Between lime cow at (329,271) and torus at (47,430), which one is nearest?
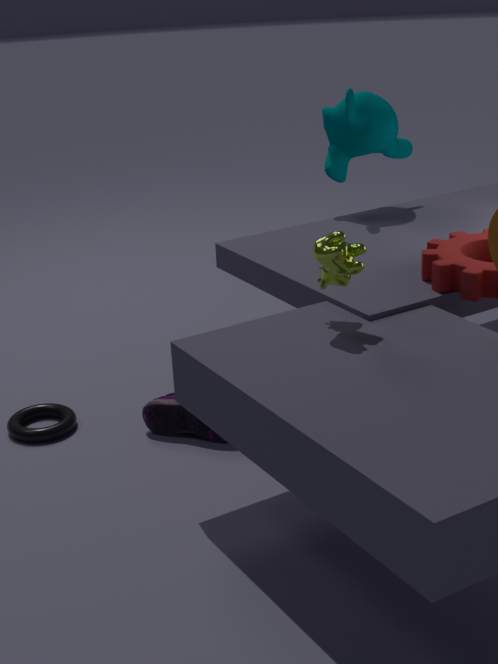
lime cow at (329,271)
